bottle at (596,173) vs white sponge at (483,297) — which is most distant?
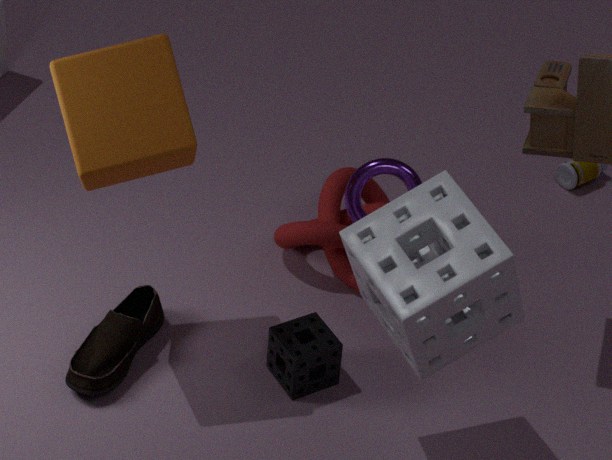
bottle at (596,173)
